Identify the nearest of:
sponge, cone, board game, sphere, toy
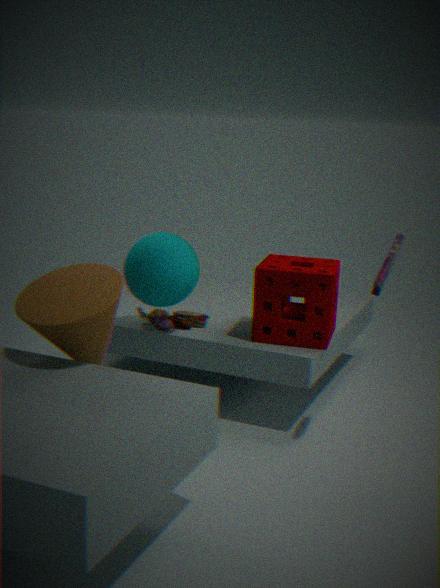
cone
